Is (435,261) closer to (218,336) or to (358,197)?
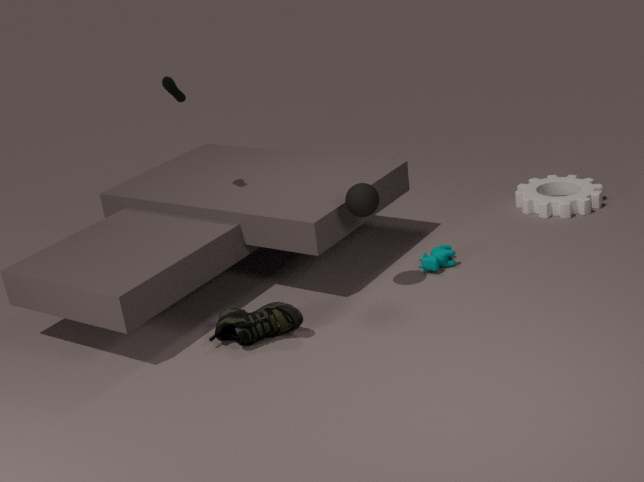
(358,197)
